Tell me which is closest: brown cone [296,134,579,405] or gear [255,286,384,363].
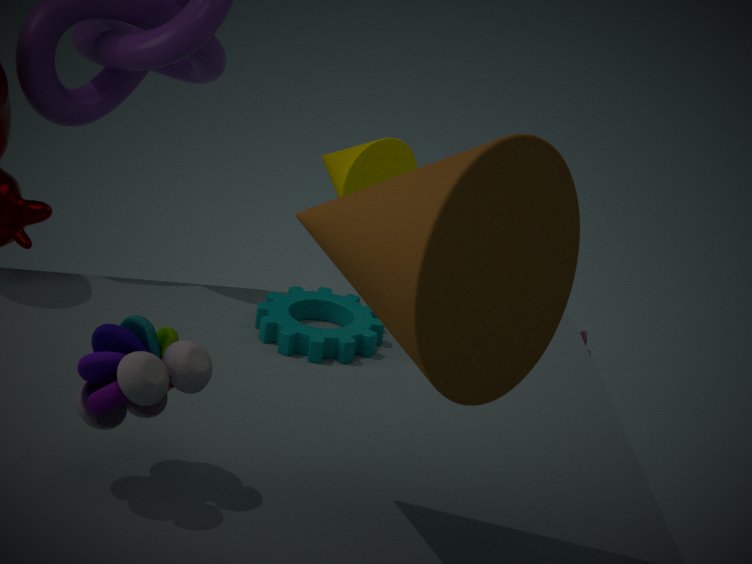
brown cone [296,134,579,405]
